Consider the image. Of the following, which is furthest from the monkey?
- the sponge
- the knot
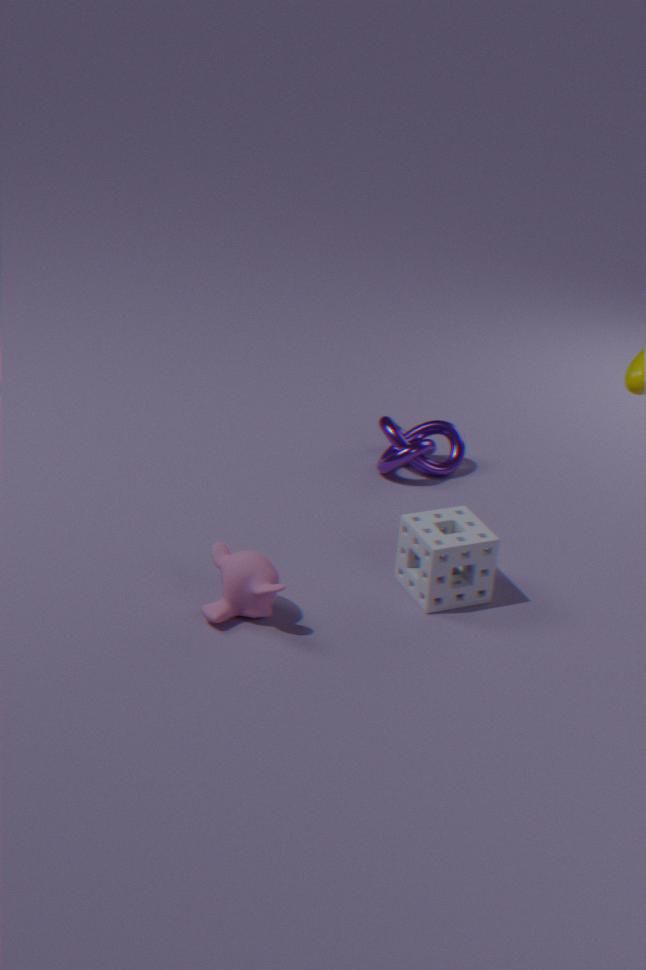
the knot
